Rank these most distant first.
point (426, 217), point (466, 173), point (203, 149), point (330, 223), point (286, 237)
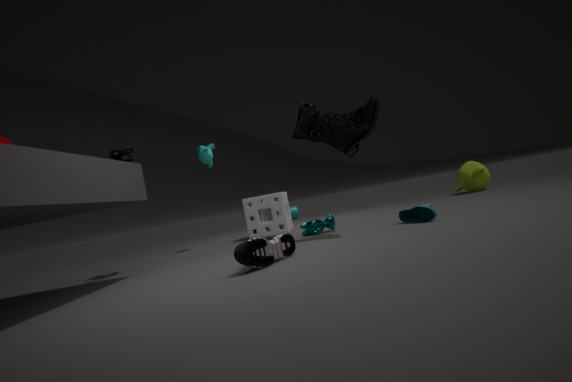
1. point (466, 173)
2. point (203, 149)
3. point (330, 223)
4. point (426, 217)
5. point (286, 237)
